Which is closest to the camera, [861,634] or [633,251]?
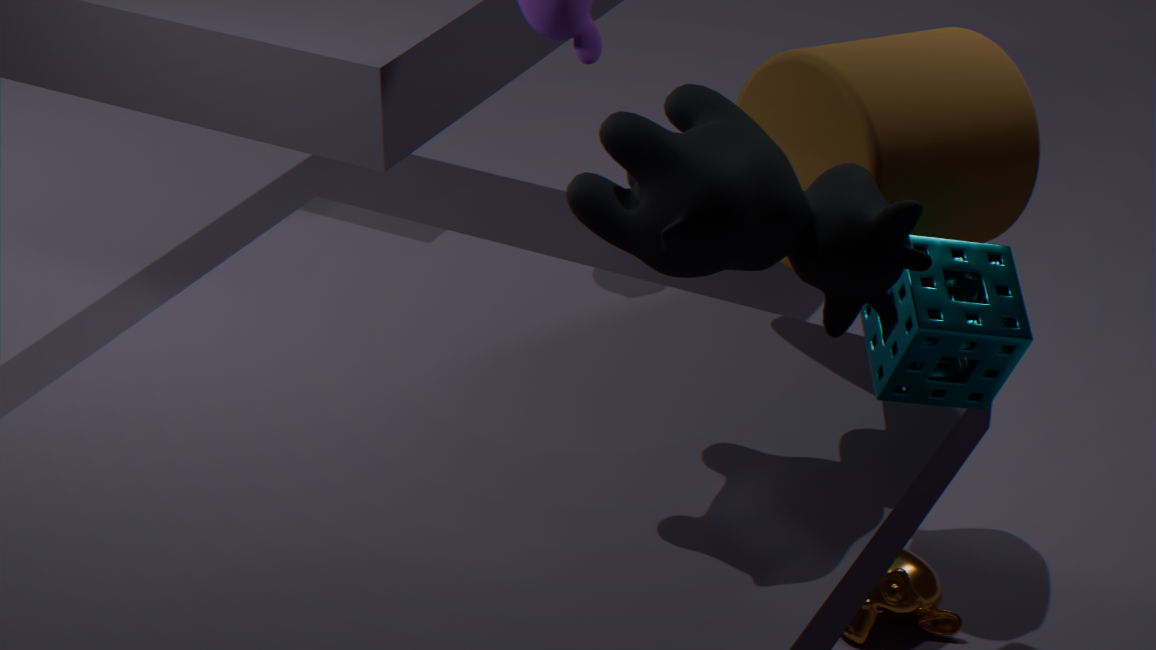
[633,251]
